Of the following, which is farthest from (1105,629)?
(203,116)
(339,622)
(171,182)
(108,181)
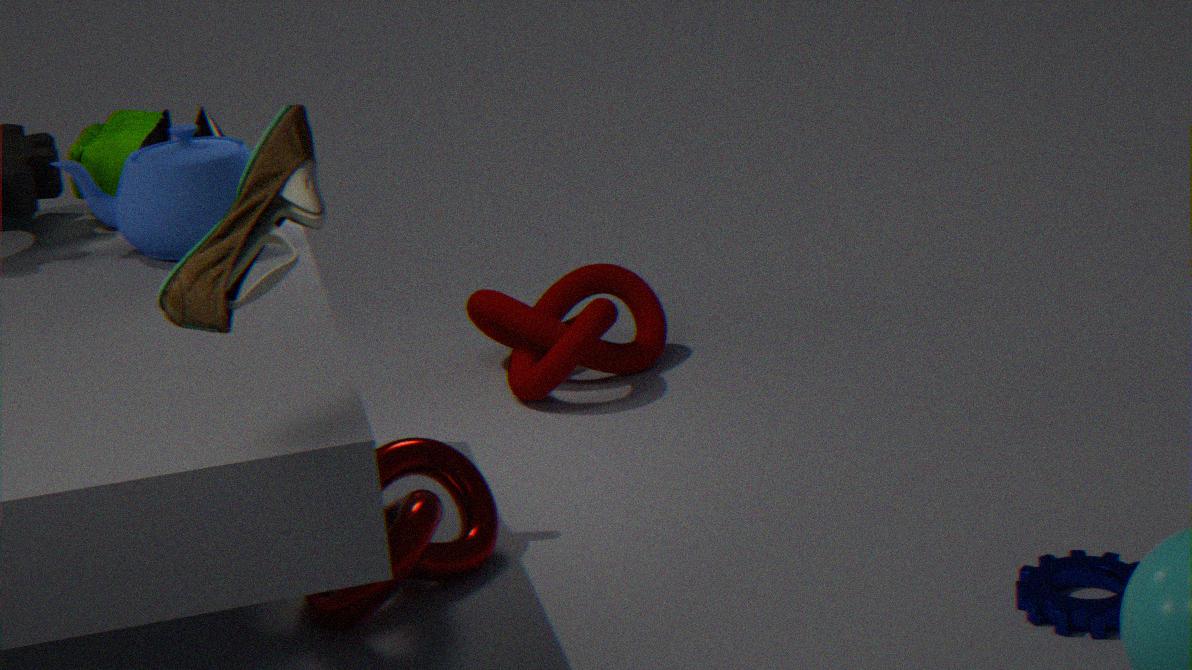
(108,181)
